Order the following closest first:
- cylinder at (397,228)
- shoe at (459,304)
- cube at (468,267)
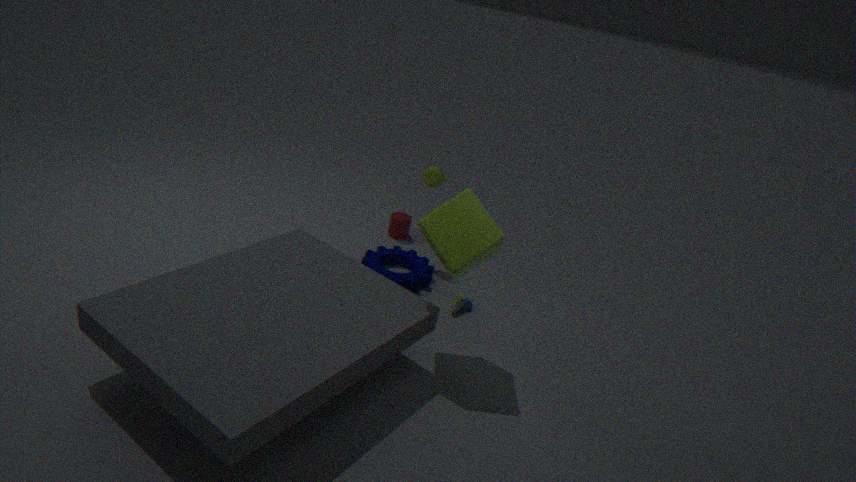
cube at (468,267) < shoe at (459,304) < cylinder at (397,228)
